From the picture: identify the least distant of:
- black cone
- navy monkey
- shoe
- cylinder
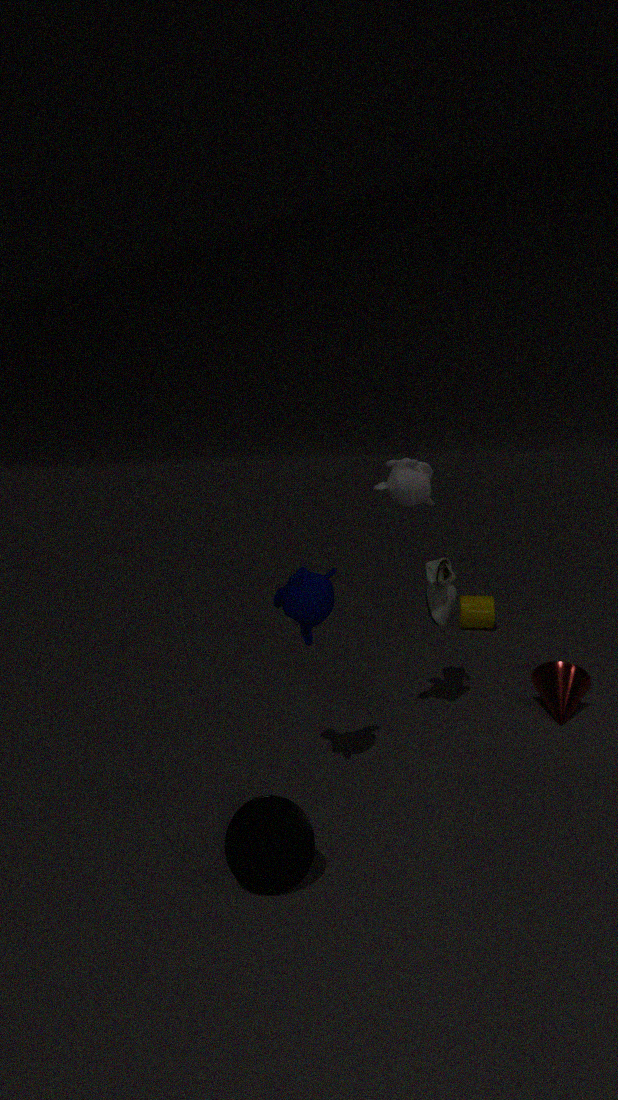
black cone
